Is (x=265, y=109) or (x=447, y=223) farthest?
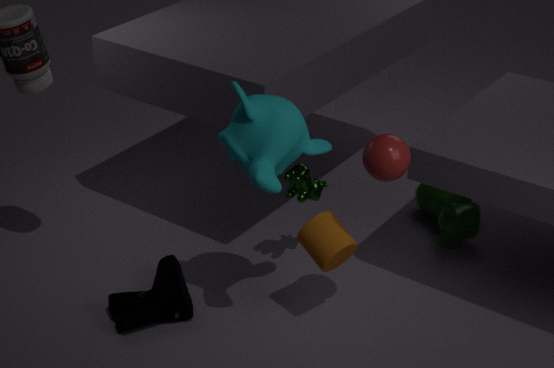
(x=447, y=223)
